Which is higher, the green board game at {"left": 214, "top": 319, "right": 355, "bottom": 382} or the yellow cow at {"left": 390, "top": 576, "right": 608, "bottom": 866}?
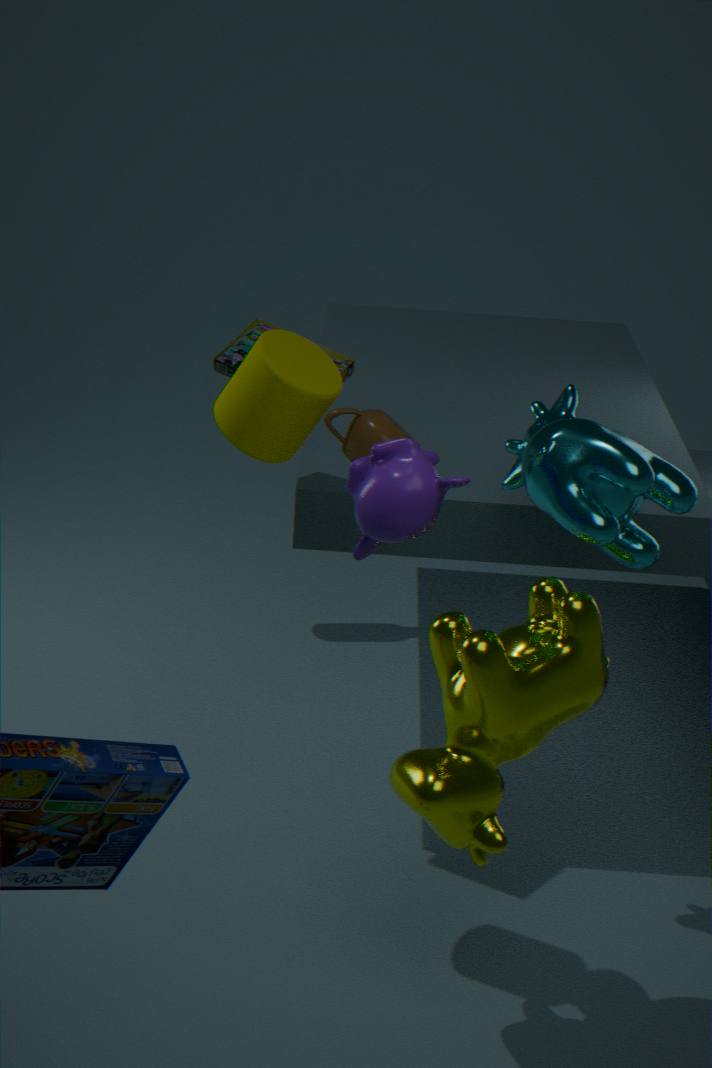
the green board game at {"left": 214, "top": 319, "right": 355, "bottom": 382}
